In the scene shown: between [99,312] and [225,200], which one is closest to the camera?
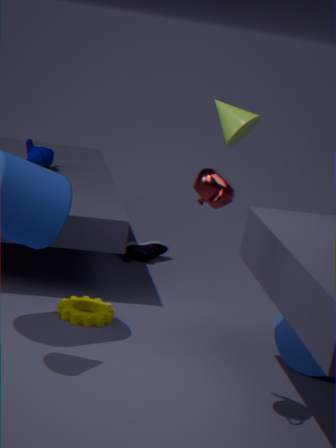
[225,200]
